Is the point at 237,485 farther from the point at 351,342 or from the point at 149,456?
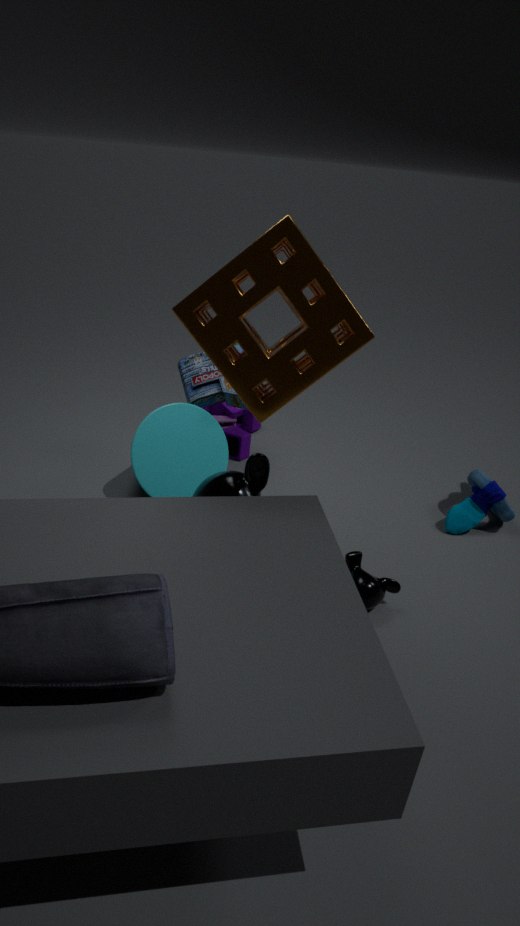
the point at 351,342
